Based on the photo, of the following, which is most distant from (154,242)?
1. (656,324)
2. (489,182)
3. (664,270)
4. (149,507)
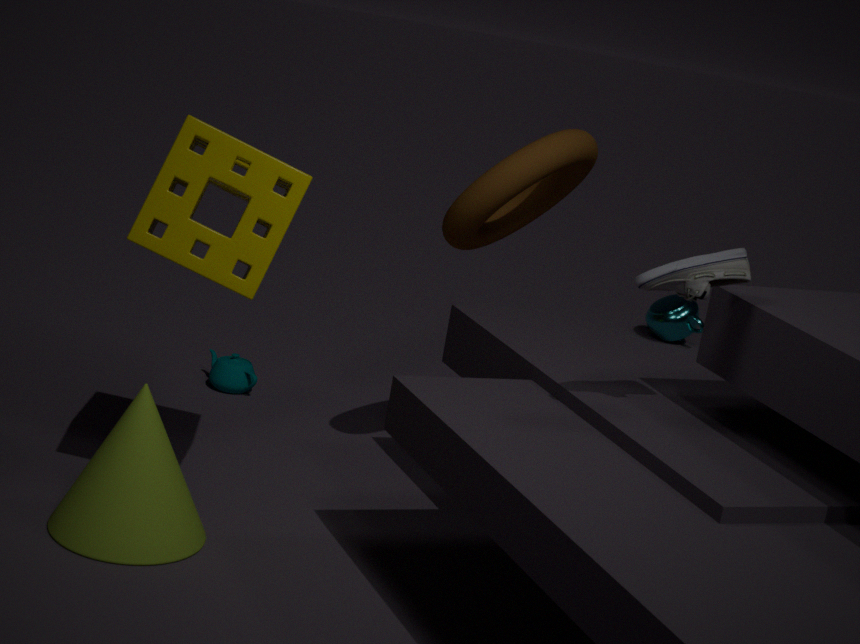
(656,324)
